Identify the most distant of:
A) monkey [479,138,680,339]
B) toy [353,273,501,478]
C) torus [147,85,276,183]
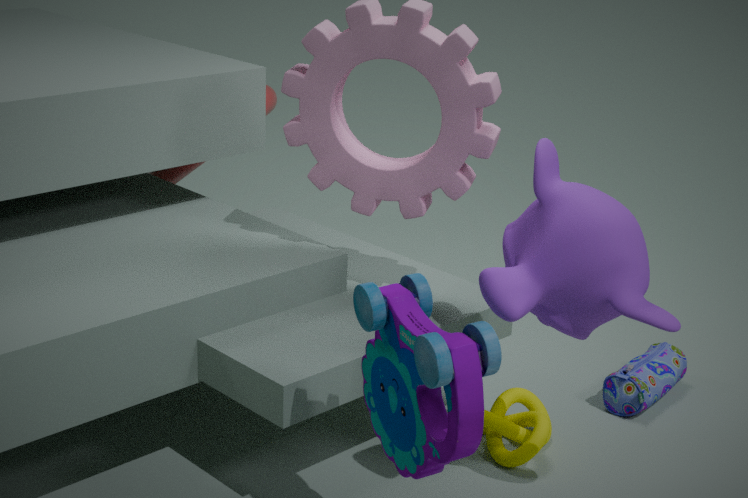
torus [147,85,276,183]
